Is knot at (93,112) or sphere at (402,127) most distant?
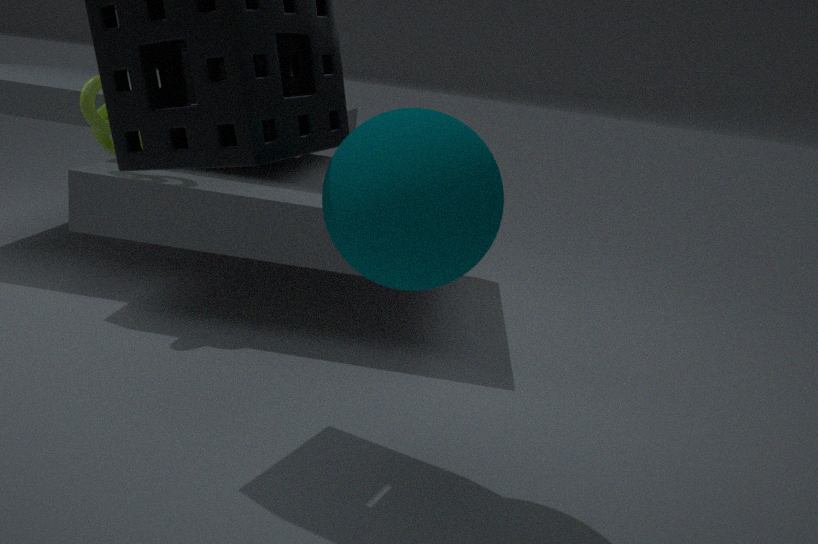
knot at (93,112)
